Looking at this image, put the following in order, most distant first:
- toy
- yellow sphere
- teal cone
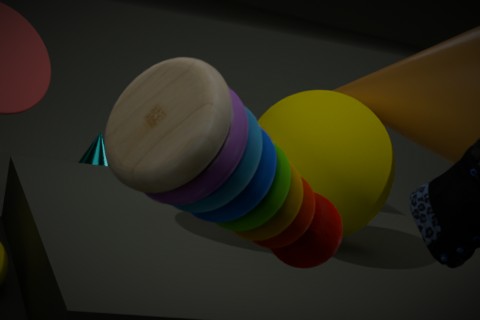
teal cone → yellow sphere → toy
